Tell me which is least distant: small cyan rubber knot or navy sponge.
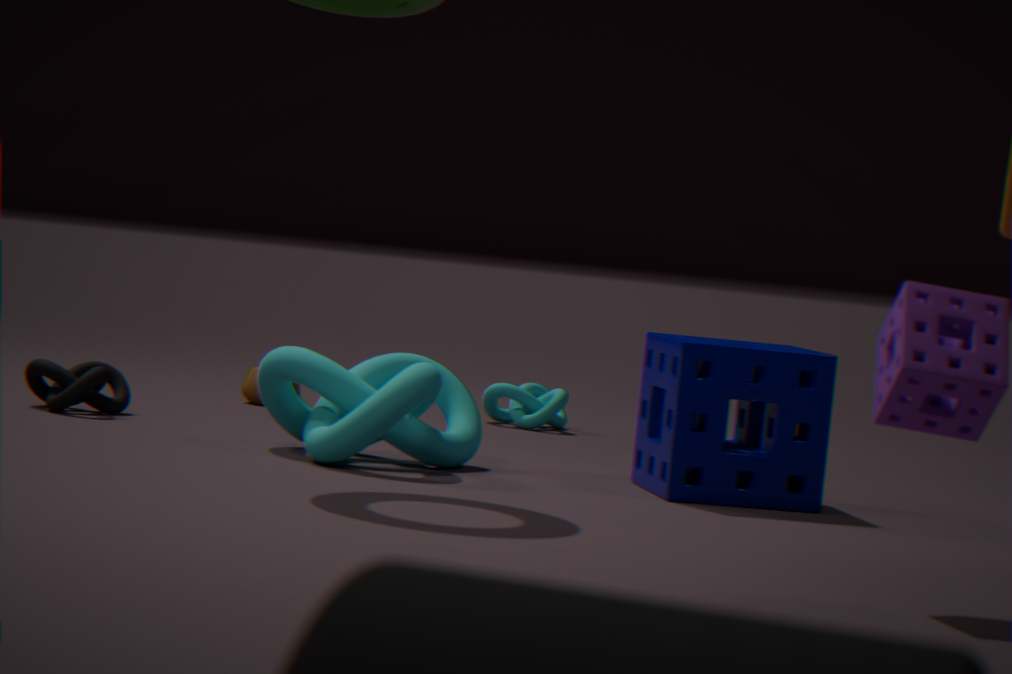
navy sponge
